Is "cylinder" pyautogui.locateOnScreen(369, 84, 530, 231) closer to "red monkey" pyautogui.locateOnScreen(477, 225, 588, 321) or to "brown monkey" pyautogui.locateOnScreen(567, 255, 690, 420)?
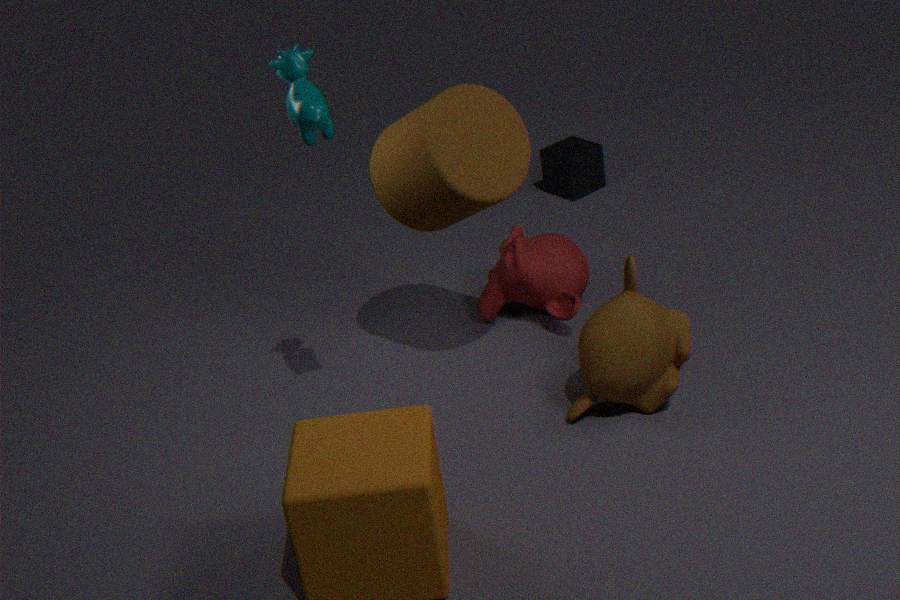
"red monkey" pyautogui.locateOnScreen(477, 225, 588, 321)
